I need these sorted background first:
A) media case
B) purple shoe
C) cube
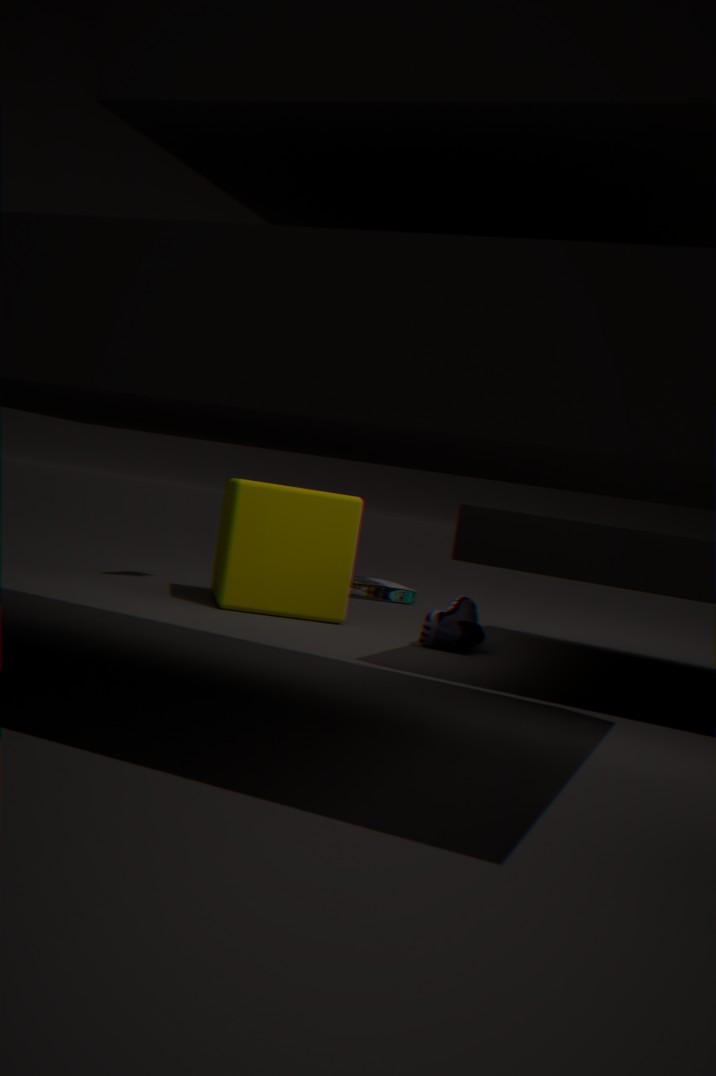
media case < cube < purple shoe
